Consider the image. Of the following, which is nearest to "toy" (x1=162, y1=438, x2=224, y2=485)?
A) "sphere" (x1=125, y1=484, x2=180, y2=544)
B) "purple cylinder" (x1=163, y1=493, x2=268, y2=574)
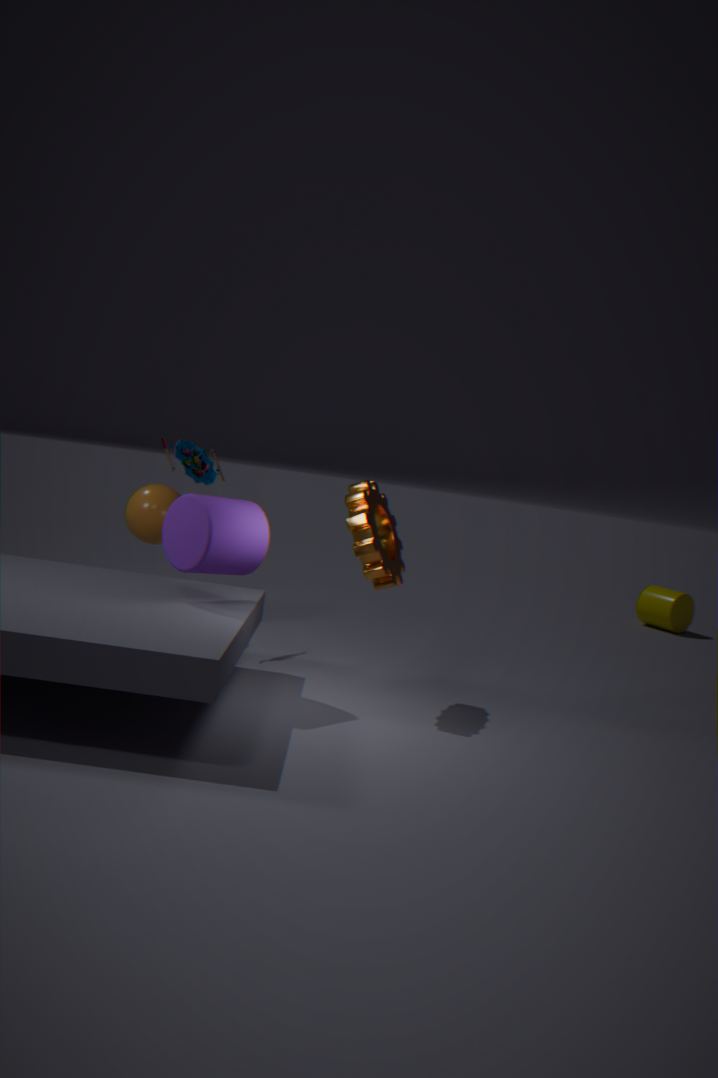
"sphere" (x1=125, y1=484, x2=180, y2=544)
